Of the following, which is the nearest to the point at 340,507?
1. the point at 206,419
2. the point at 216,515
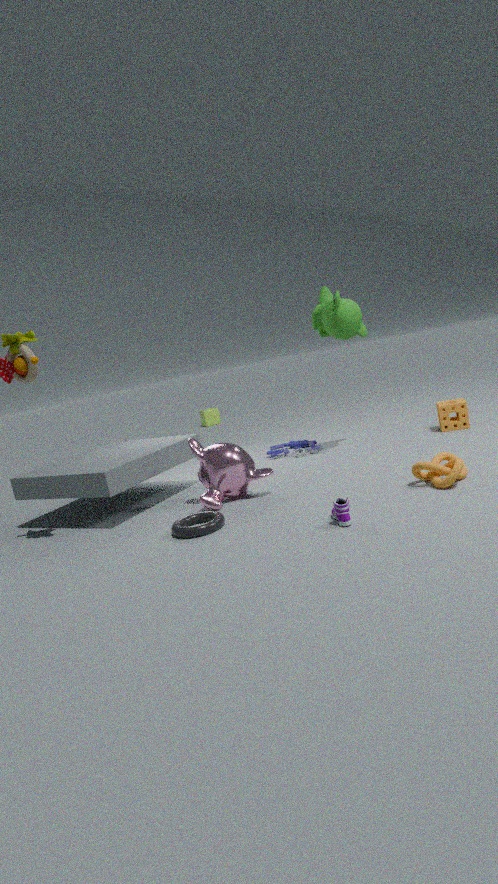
the point at 216,515
